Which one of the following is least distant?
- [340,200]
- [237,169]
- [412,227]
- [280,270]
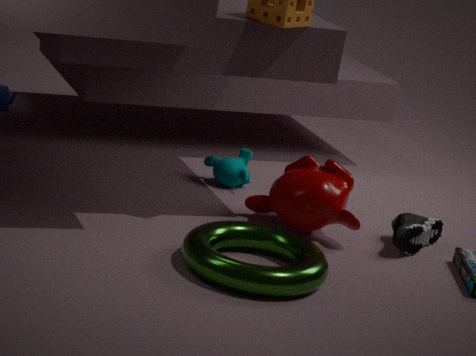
[280,270]
